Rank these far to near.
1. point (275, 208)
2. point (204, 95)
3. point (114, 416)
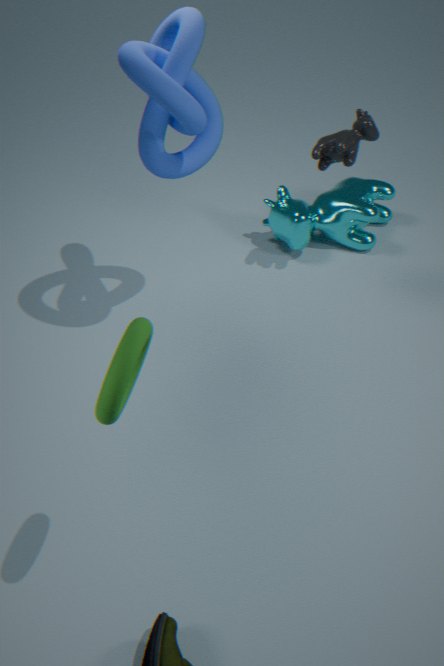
1. point (275, 208)
2. point (204, 95)
3. point (114, 416)
